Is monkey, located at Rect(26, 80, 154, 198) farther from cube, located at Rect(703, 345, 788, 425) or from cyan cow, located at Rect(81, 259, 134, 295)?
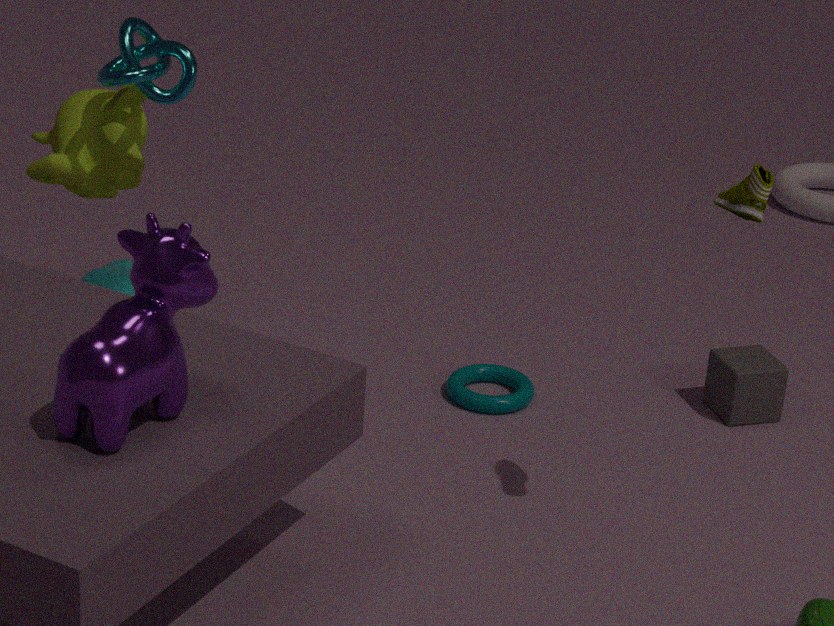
cube, located at Rect(703, 345, 788, 425)
